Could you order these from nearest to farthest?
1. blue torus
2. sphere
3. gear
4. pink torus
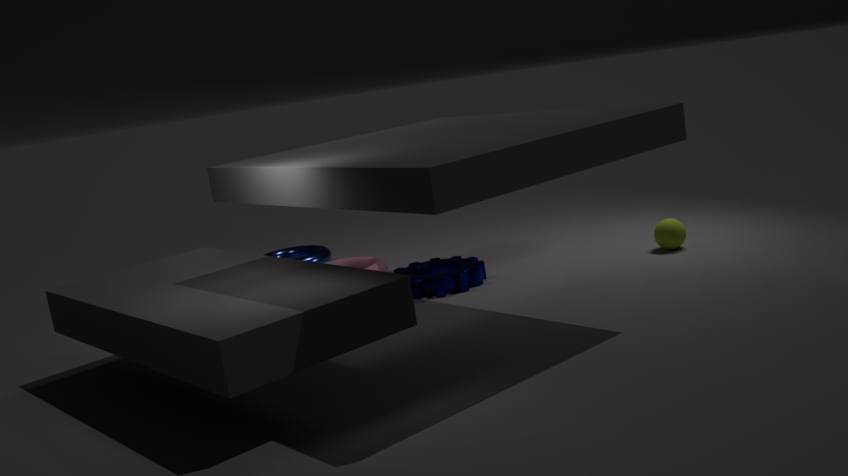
gear, sphere, pink torus, blue torus
